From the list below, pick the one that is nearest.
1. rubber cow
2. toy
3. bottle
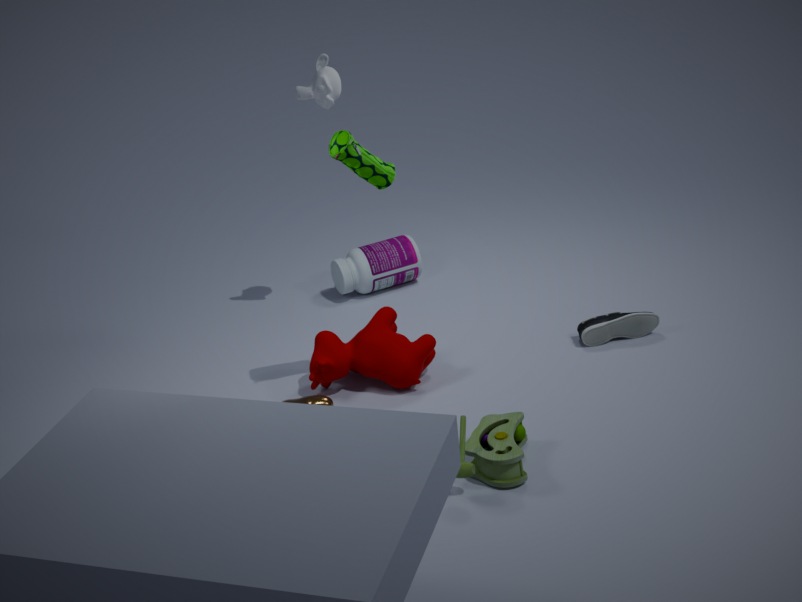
toy
